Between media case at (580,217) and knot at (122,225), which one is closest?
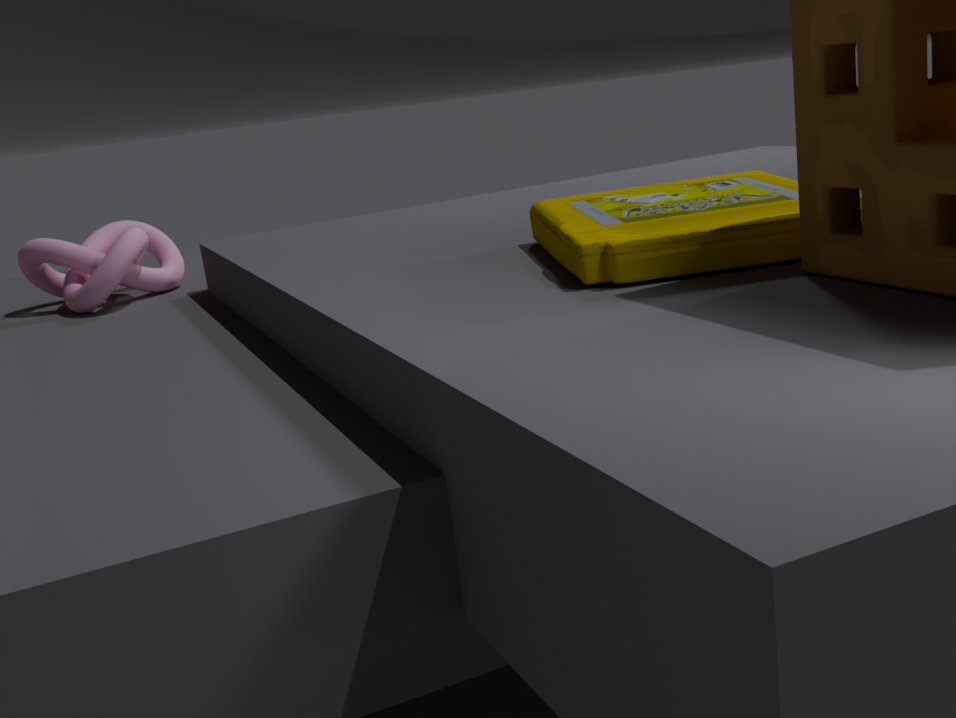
media case at (580,217)
